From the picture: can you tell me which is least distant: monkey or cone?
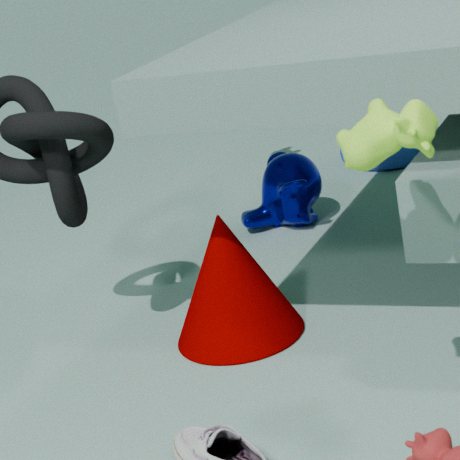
cone
